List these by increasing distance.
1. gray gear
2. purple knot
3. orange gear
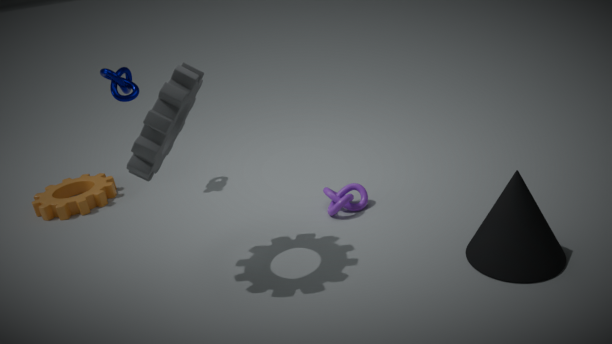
gray gear → purple knot → orange gear
